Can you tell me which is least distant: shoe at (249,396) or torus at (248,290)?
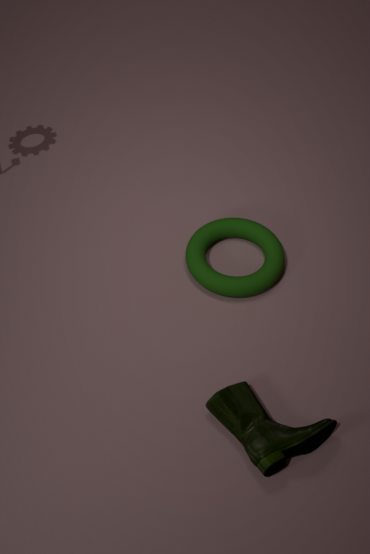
shoe at (249,396)
